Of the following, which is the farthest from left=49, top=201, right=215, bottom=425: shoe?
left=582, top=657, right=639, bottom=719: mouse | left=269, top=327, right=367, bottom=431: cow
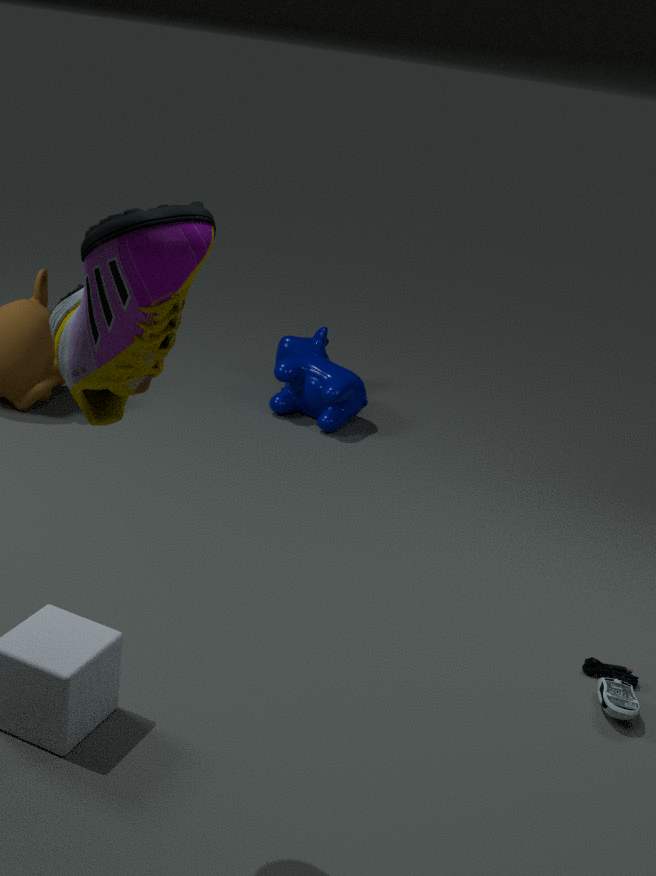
left=269, top=327, right=367, bottom=431: cow
